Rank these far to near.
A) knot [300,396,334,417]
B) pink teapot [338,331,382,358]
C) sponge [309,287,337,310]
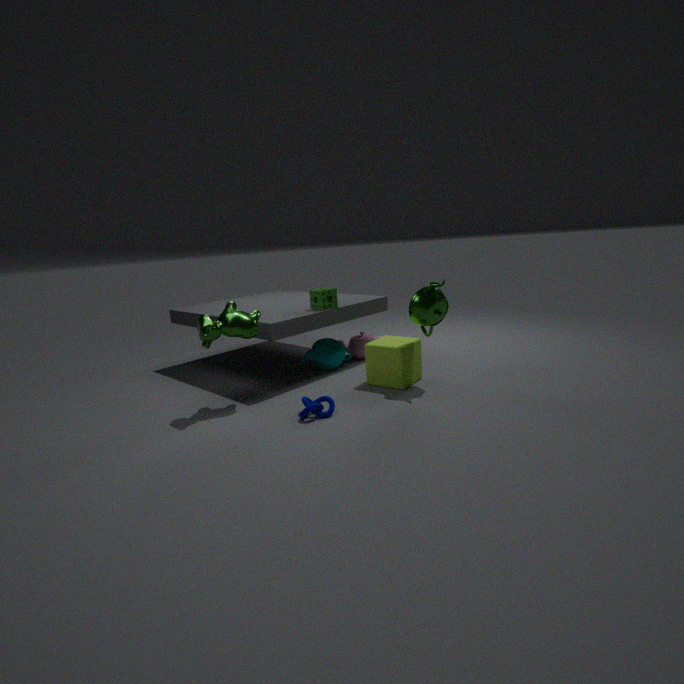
pink teapot [338,331,382,358], sponge [309,287,337,310], knot [300,396,334,417]
